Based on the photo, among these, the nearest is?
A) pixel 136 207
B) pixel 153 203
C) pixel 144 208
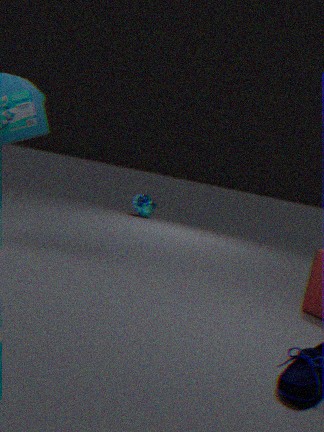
pixel 136 207
